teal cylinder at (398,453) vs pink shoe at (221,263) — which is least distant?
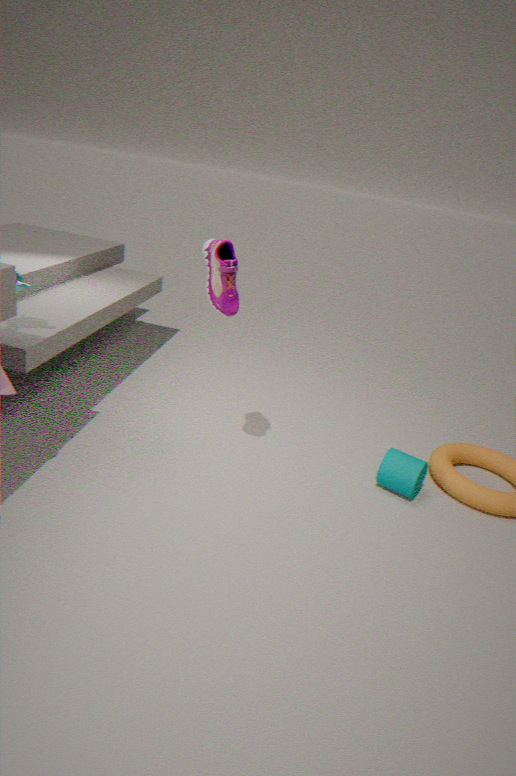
pink shoe at (221,263)
